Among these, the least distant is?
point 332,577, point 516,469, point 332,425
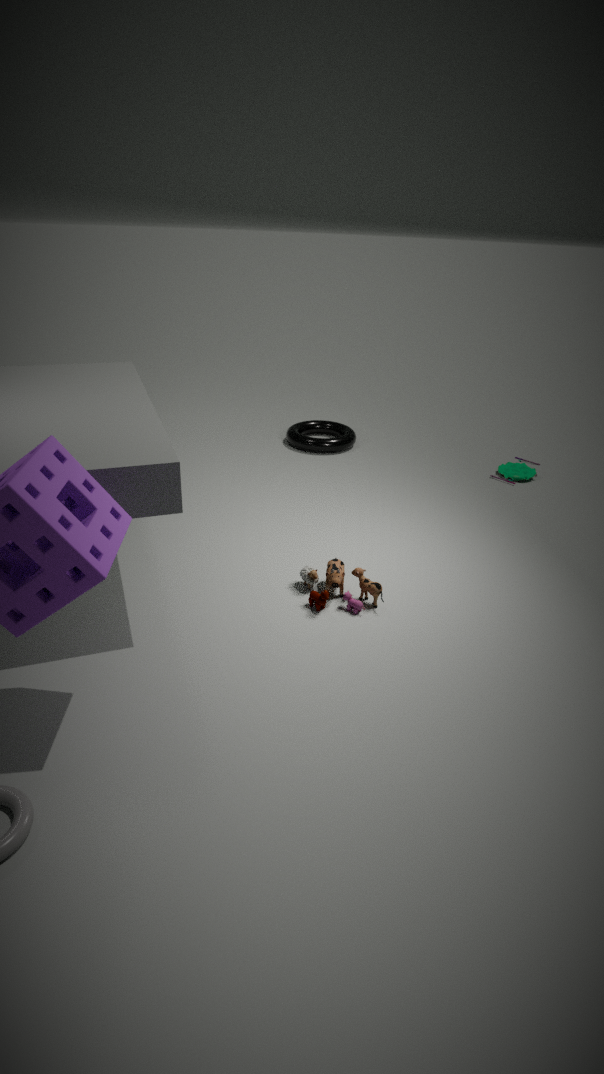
point 332,577
